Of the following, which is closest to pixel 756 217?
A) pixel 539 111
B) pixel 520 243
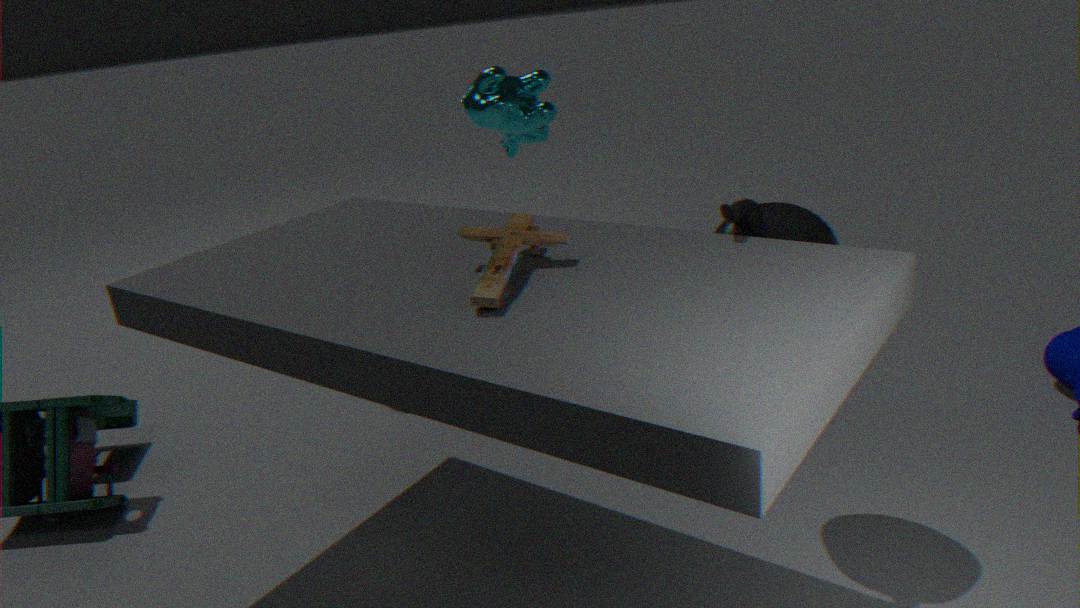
pixel 520 243
